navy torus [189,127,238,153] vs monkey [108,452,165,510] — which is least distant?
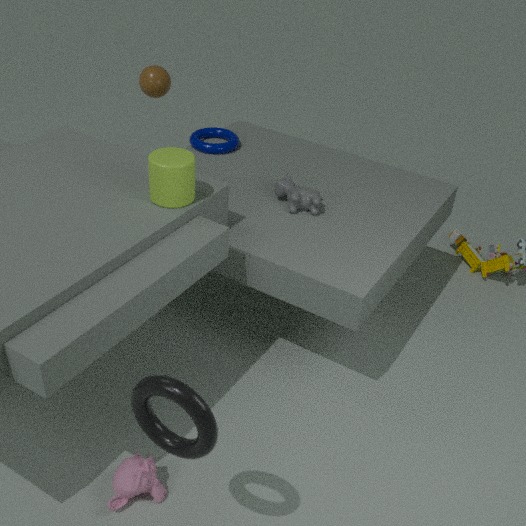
monkey [108,452,165,510]
